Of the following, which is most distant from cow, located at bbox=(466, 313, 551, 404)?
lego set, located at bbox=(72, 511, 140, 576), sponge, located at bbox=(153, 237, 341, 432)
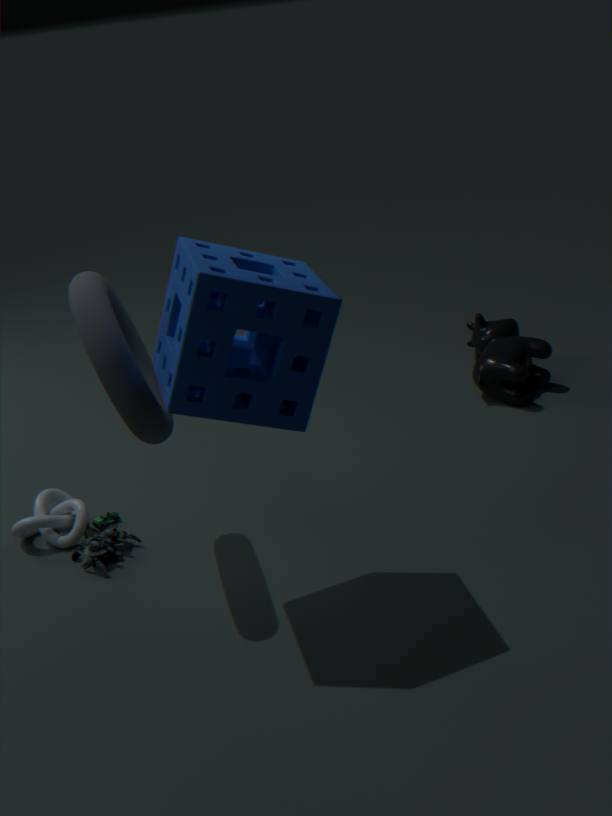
lego set, located at bbox=(72, 511, 140, 576)
